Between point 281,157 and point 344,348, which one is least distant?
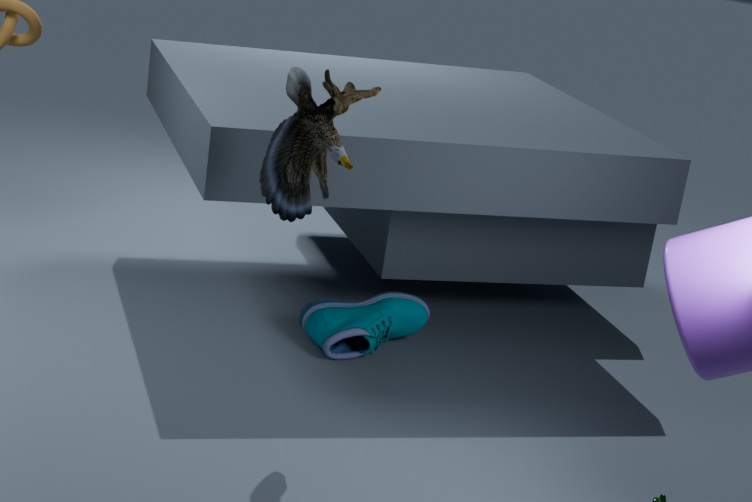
point 281,157
